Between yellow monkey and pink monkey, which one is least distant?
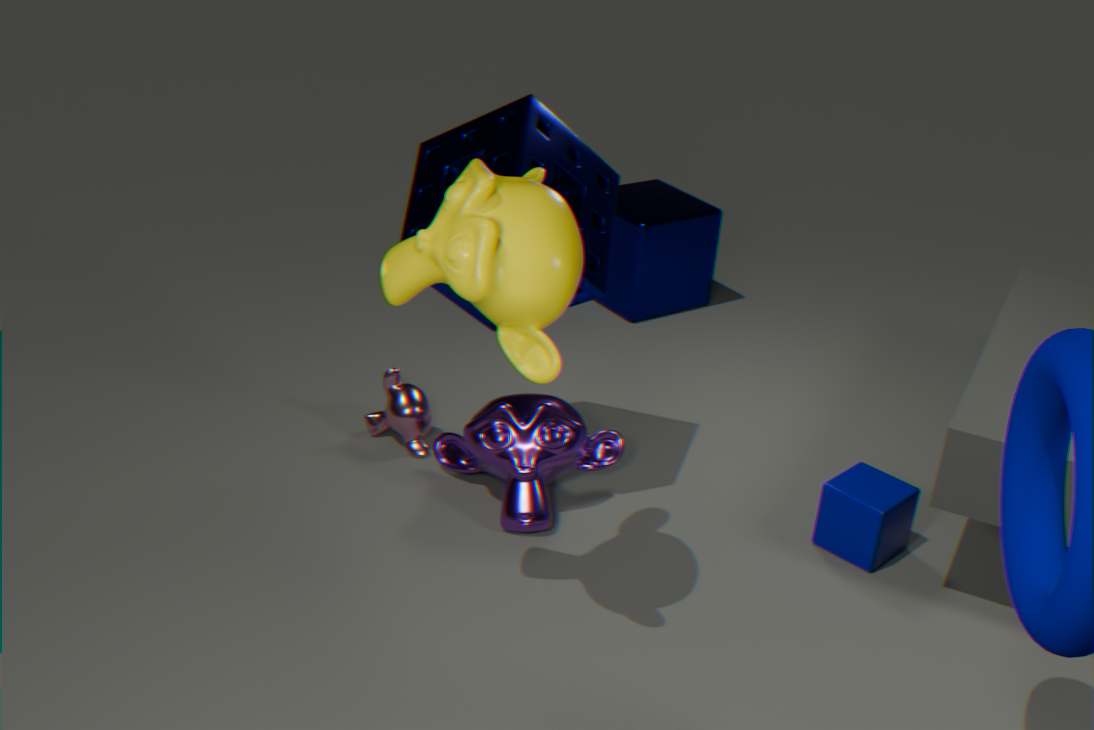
yellow monkey
